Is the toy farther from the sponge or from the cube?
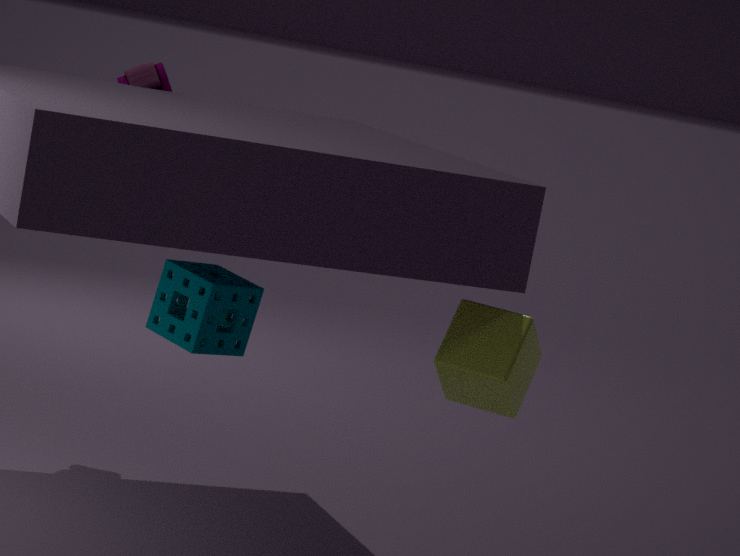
the cube
